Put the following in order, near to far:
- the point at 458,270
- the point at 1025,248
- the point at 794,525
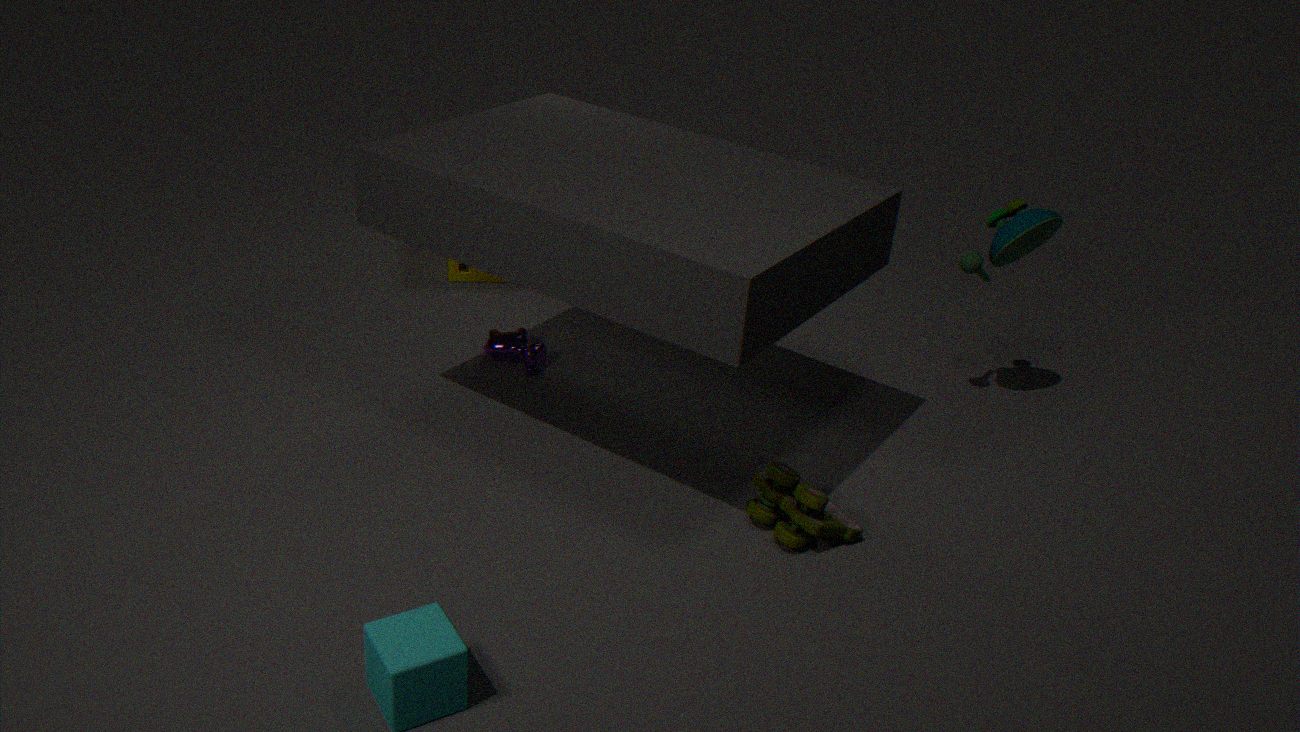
1. the point at 794,525
2. the point at 1025,248
3. the point at 458,270
